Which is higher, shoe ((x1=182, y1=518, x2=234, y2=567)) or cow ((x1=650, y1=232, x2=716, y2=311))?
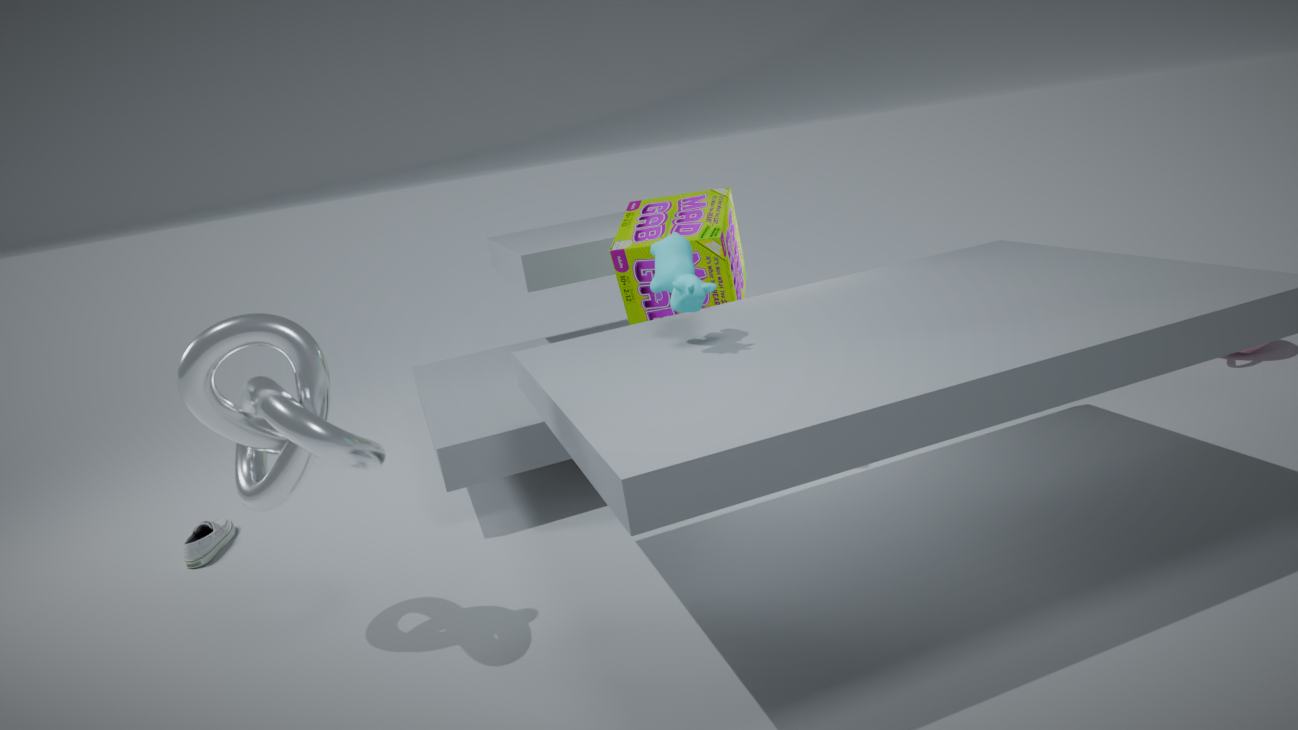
cow ((x1=650, y1=232, x2=716, y2=311))
